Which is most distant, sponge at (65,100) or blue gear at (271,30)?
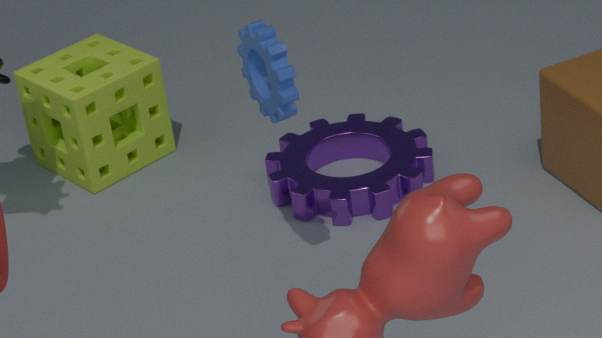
sponge at (65,100)
